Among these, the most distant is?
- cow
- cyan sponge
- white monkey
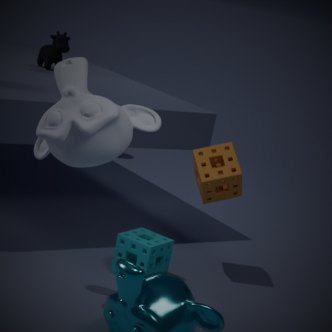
cow
